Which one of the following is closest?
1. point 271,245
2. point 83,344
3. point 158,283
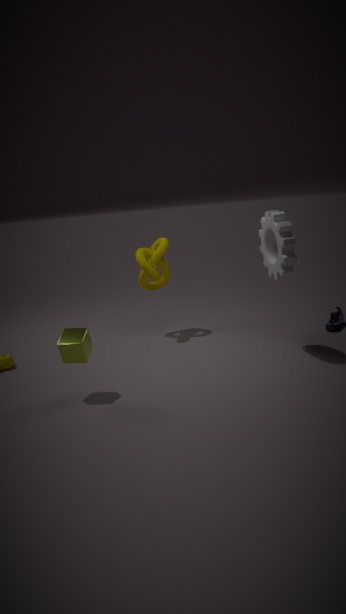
point 83,344
